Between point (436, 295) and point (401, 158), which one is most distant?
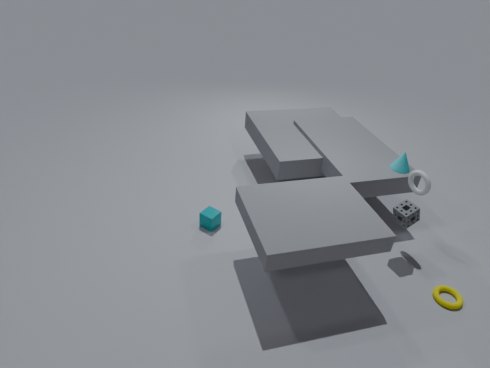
point (401, 158)
